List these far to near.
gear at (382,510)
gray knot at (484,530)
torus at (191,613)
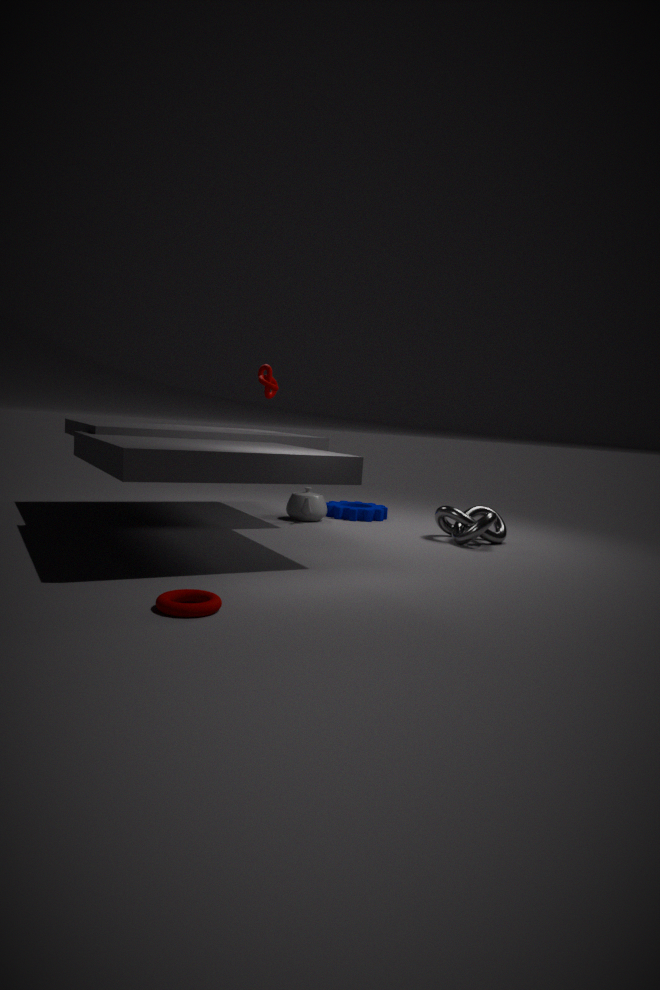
gear at (382,510), gray knot at (484,530), torus at (191,613)
